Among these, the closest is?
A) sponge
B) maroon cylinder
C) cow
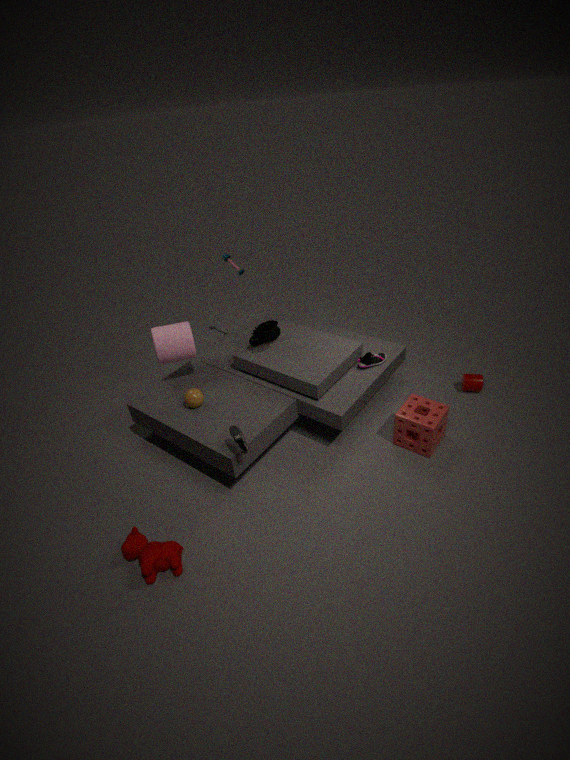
cow
